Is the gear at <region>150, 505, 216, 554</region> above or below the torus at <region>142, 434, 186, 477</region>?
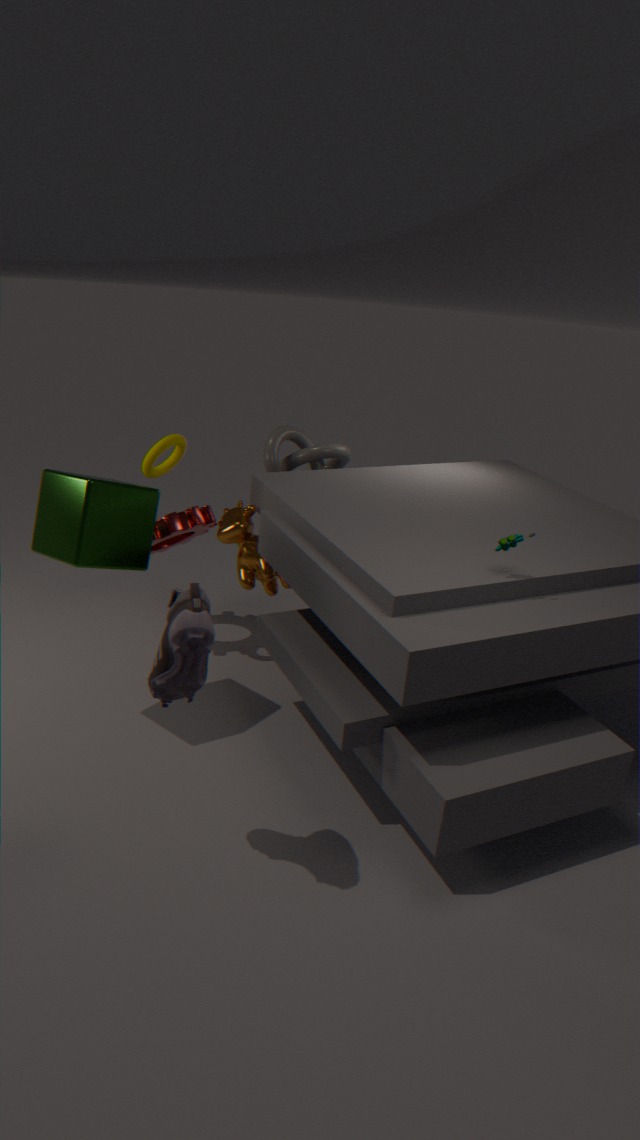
below
